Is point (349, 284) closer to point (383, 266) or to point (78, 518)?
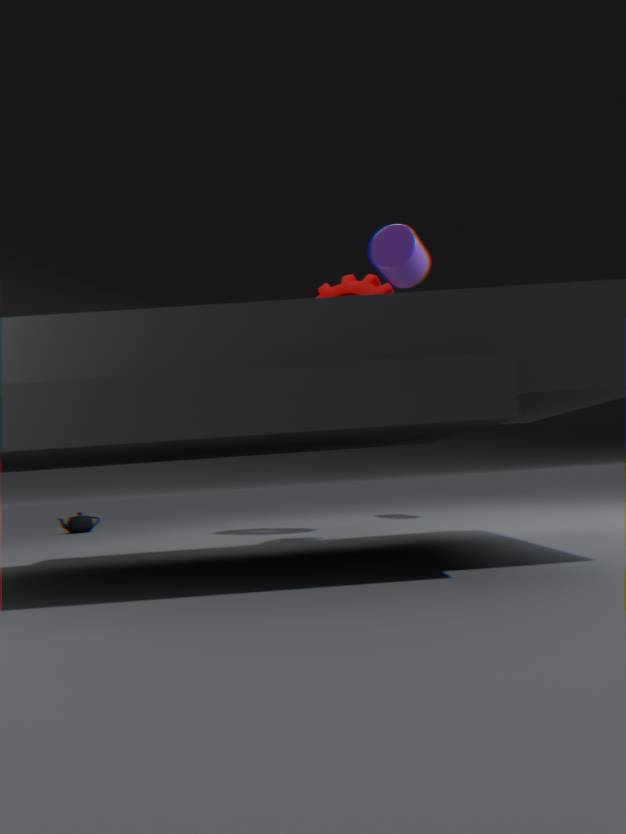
point (383, 266)
